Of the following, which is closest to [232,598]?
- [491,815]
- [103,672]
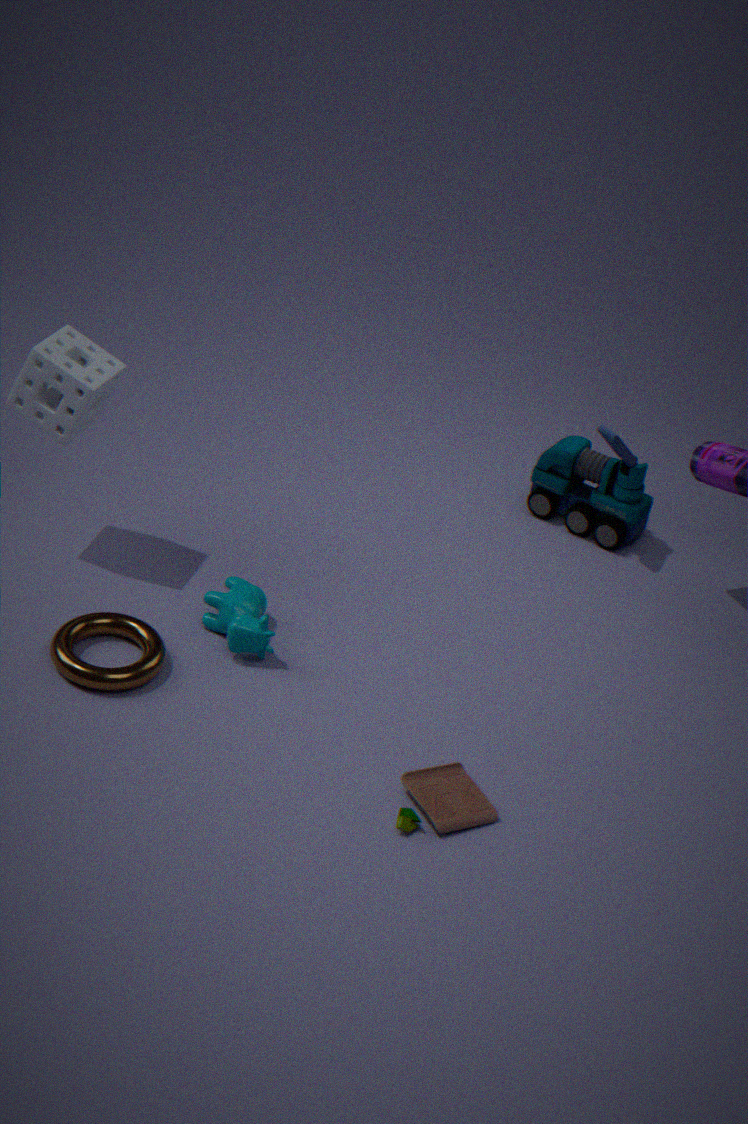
[103,672]
